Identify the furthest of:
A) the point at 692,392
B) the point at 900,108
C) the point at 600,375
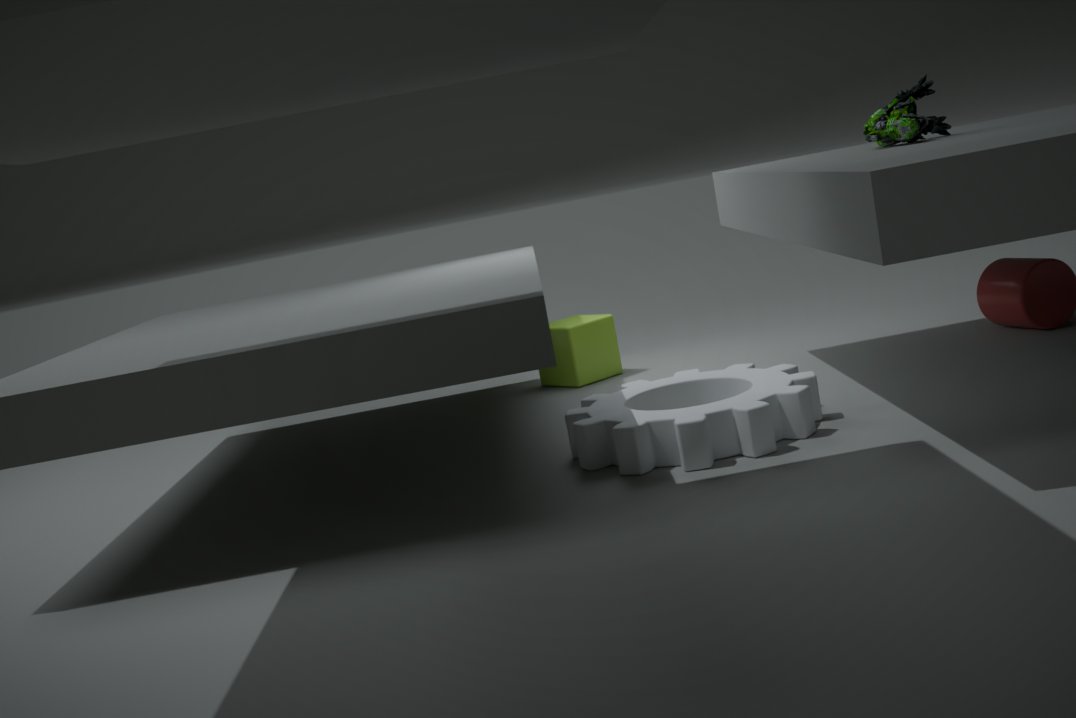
the point at 600,375
